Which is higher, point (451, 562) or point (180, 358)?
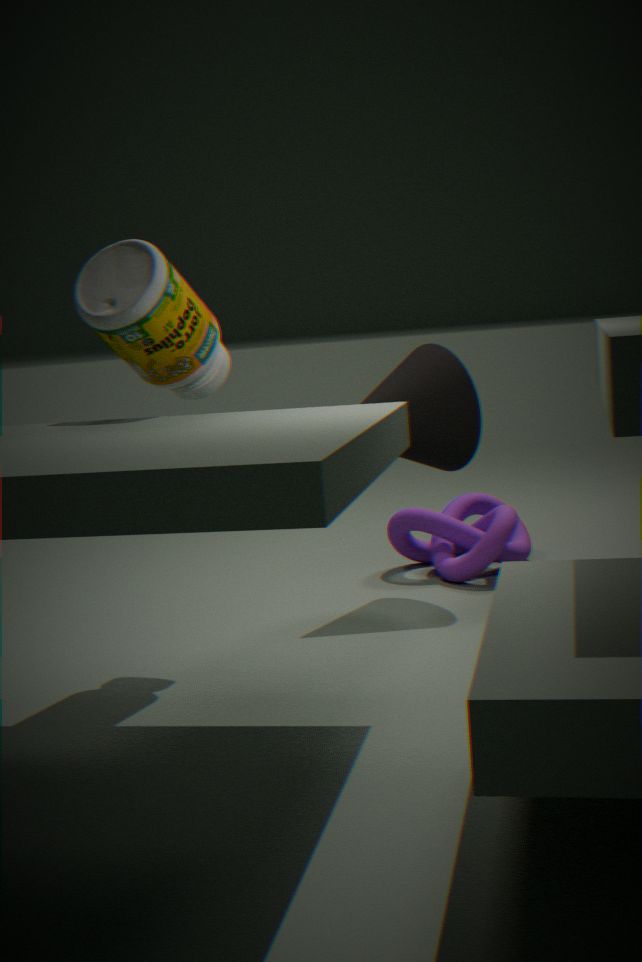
point (180, 358)
